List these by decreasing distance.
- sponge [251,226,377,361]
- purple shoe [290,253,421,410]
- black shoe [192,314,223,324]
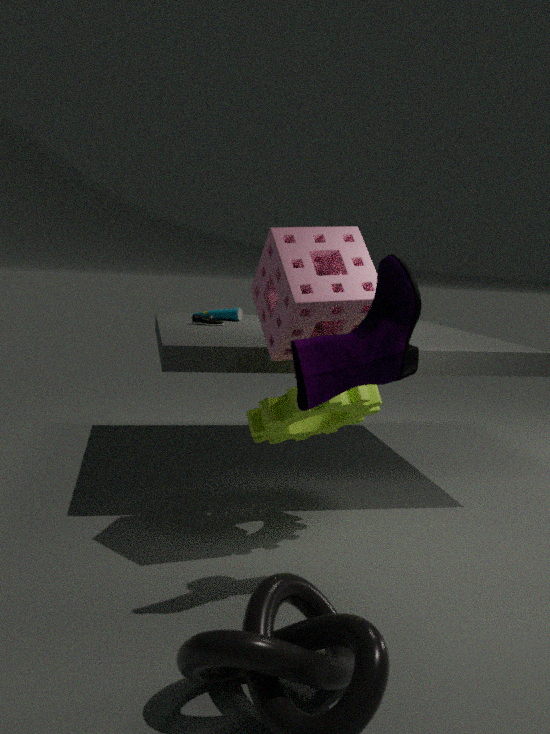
black shoe [192,314,223,324] → sponge [251,226,377,361] → purple shoe [290,253,421,410]
